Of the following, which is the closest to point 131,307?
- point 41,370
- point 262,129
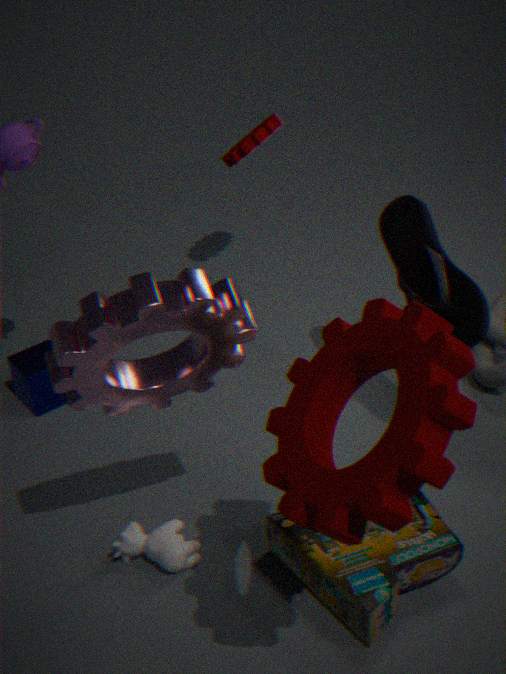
point 41,370
